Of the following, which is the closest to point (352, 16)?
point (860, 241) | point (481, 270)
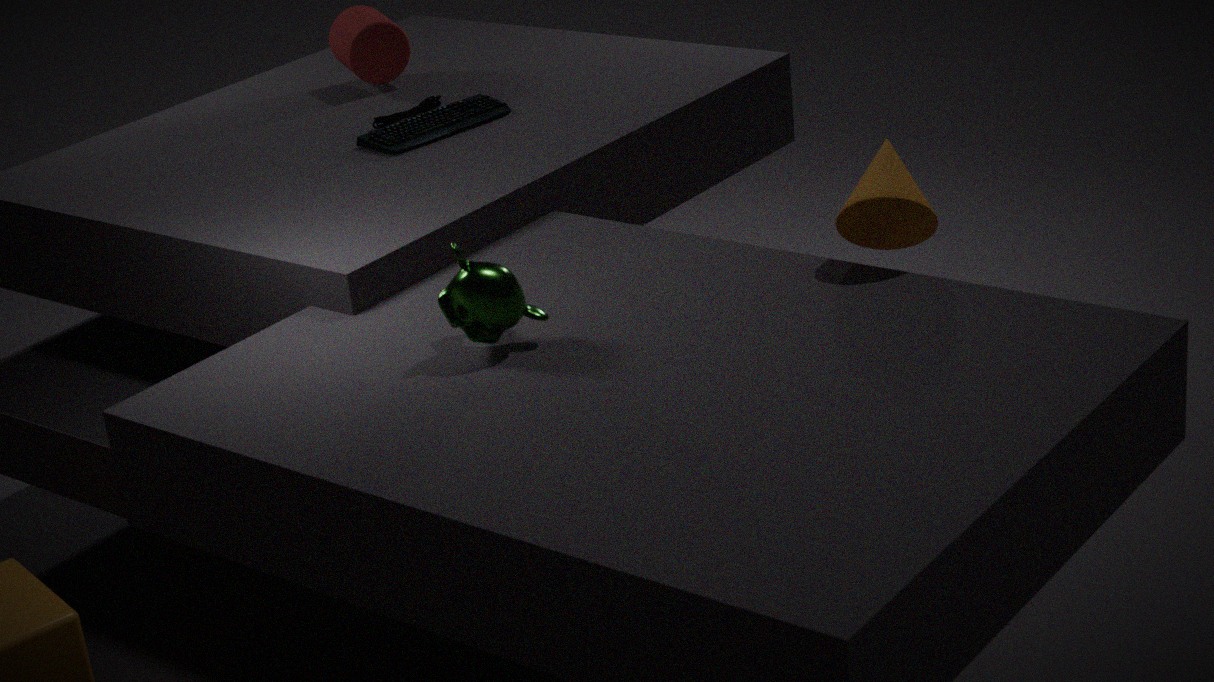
point (481, 270)
